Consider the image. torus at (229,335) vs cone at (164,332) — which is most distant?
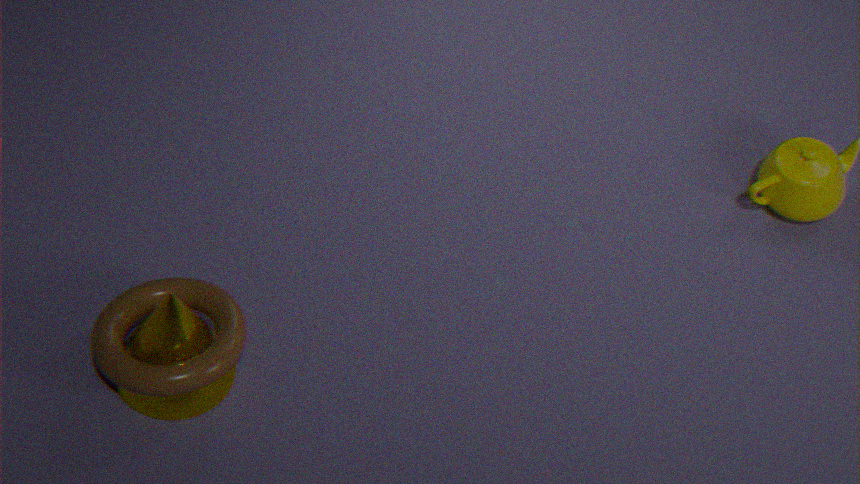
cone at (164,332)
